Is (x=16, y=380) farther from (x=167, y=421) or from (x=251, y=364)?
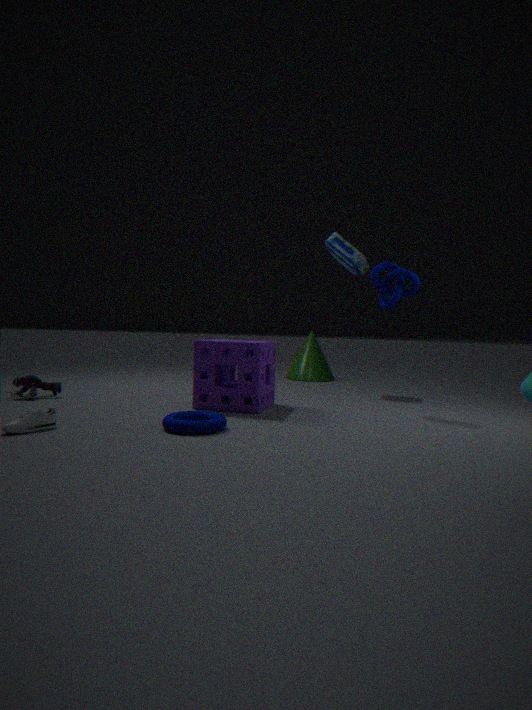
(x=167, y=421)
